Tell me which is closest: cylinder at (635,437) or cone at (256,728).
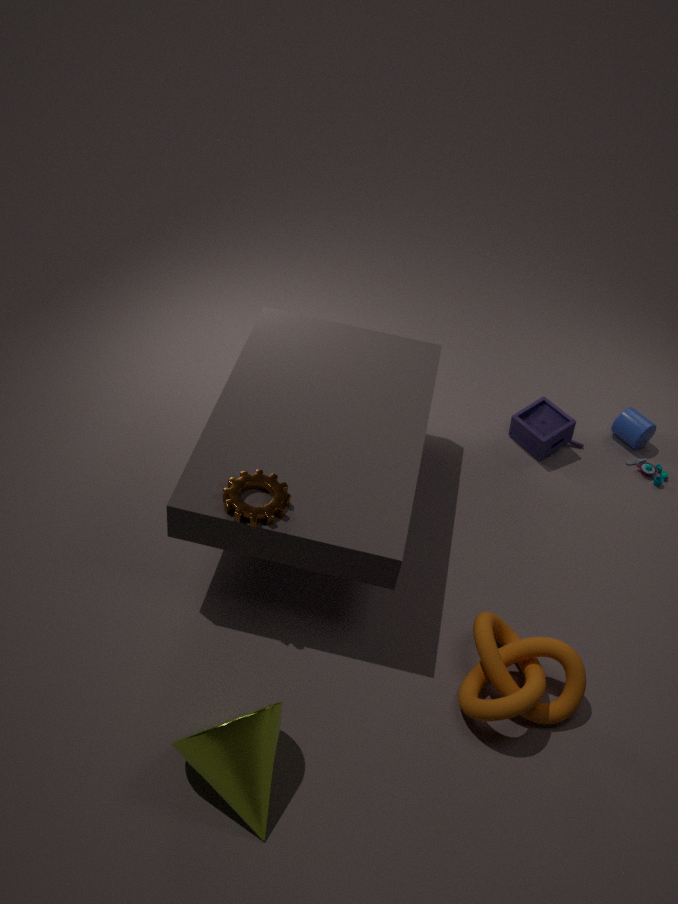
cone at (256,728)
